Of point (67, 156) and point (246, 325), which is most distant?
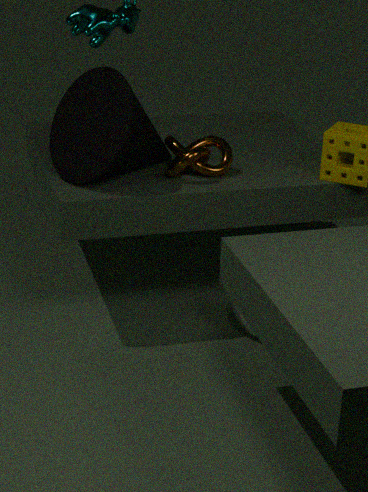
point (246, 325)
